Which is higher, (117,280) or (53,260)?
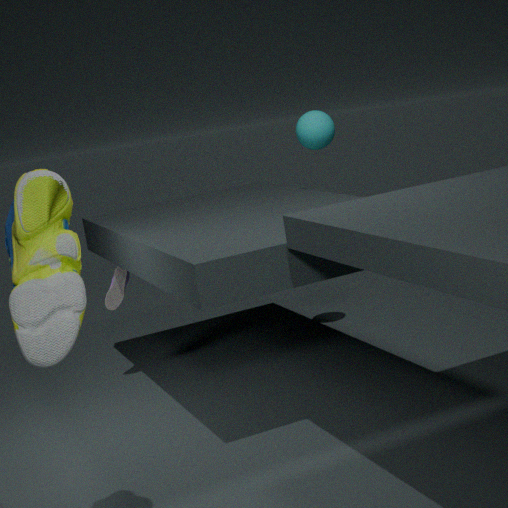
(53,260)
